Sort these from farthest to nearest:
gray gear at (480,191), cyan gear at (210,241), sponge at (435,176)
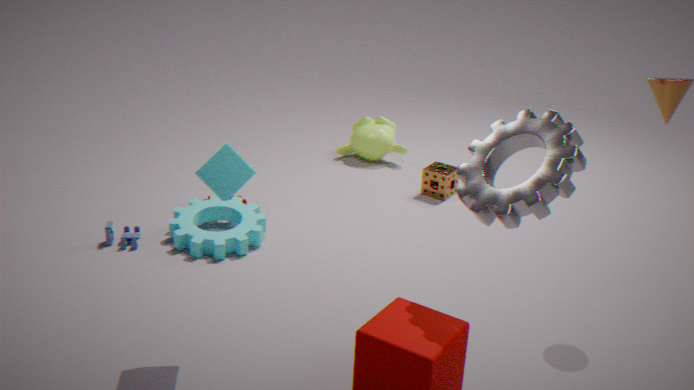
sponge at (435,176) → cyan gear at (210,241) → gray gear at (480,191)
